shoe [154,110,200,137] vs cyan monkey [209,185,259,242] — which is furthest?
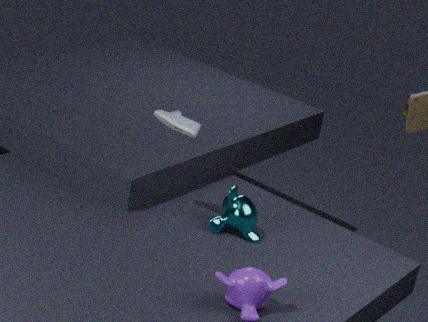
cyan monkey [209,185,259,242]
